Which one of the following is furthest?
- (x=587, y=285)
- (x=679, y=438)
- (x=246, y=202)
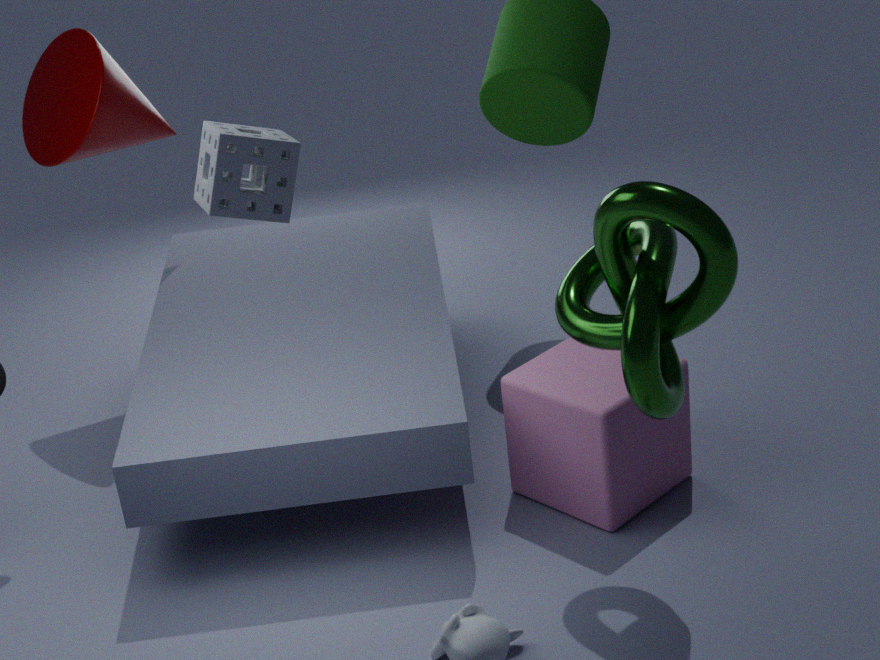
(x=679, y=438)
